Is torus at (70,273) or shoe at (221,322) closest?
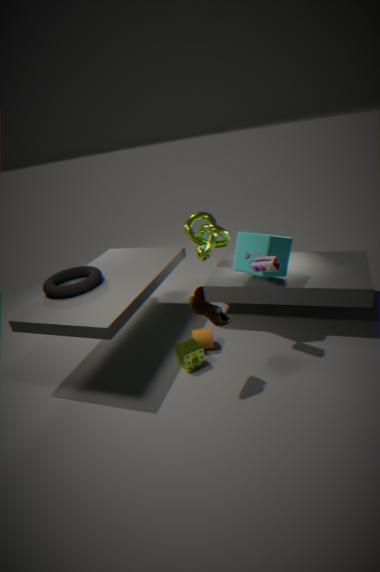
shoe at (221,322)
